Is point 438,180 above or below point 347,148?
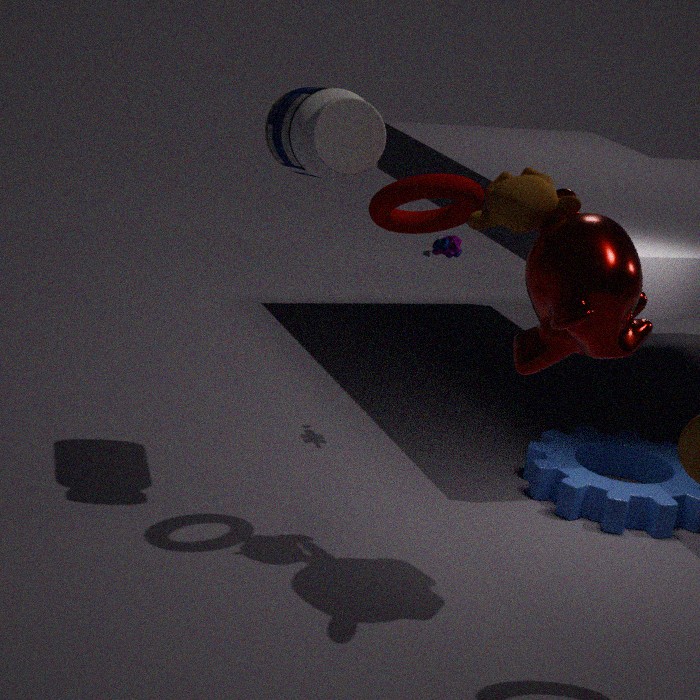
below
